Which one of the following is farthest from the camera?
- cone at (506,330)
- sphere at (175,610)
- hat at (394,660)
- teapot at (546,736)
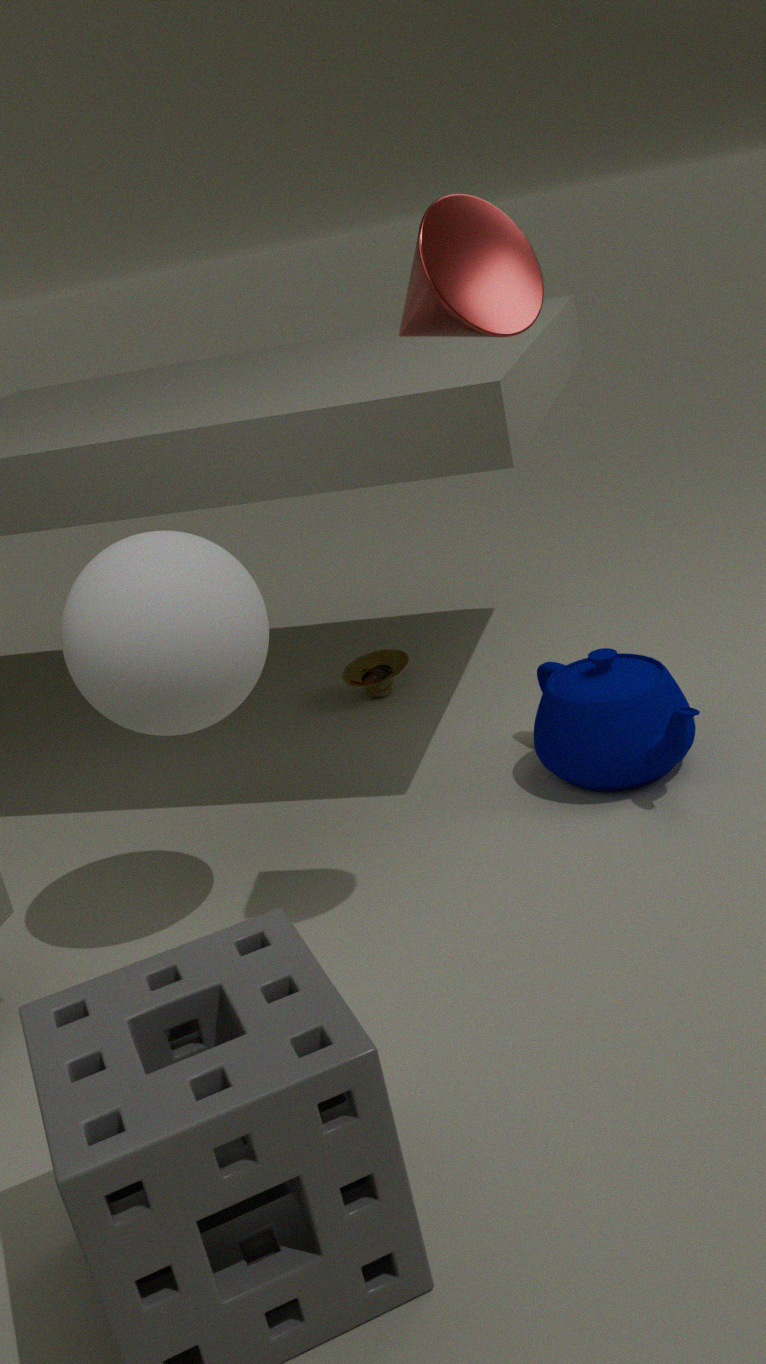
hat at (394,660)
